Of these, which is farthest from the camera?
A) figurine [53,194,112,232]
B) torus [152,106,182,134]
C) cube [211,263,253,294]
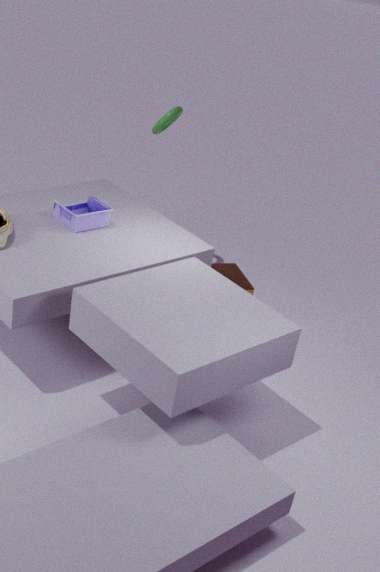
torus [152,106,182,134]
